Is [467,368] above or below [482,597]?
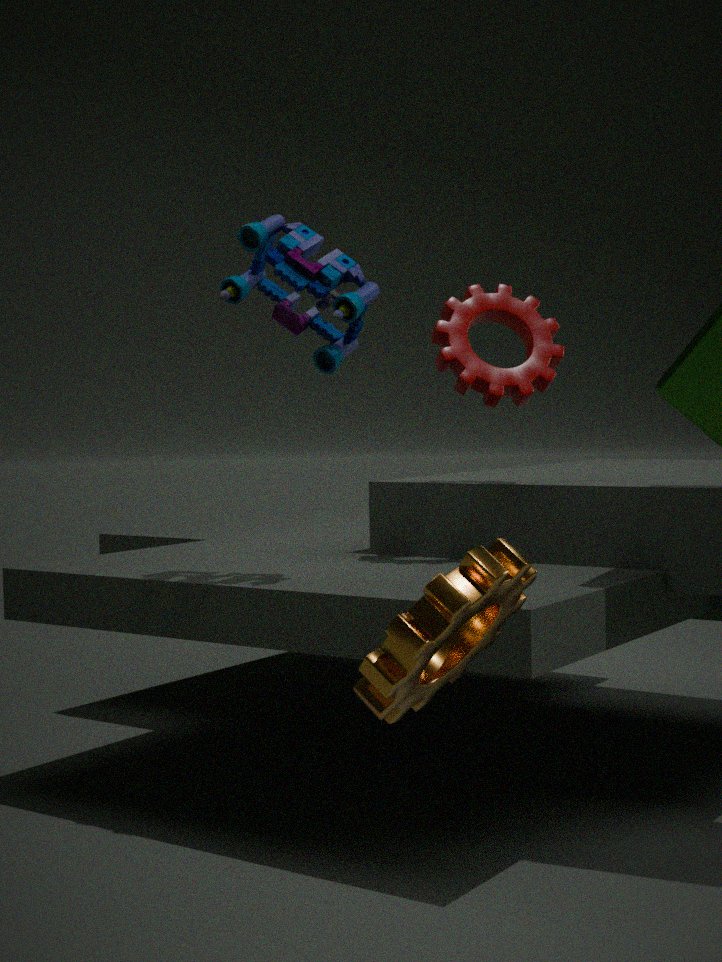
above
